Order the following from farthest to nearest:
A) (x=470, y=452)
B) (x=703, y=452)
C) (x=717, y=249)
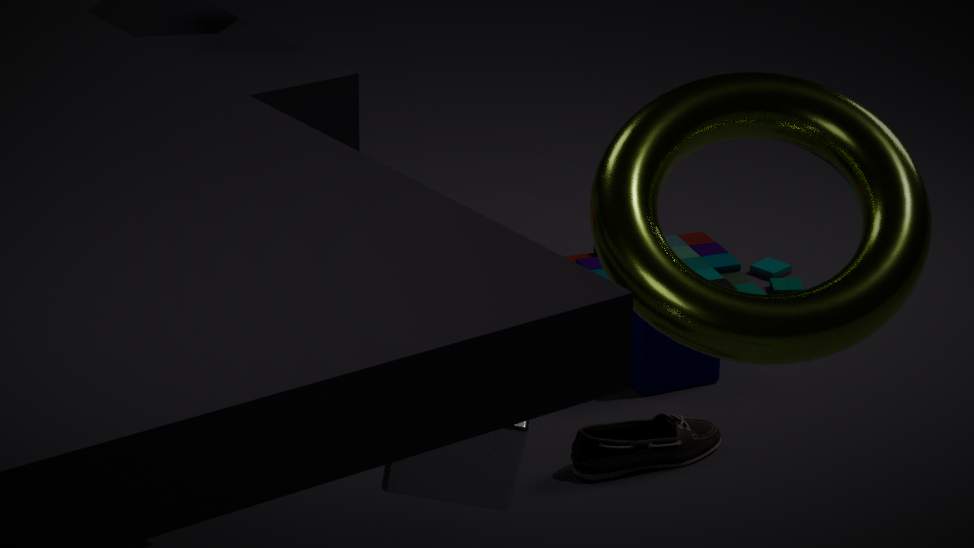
(x=717, y=249), (x=703, y=452), (x=470, y=452)
